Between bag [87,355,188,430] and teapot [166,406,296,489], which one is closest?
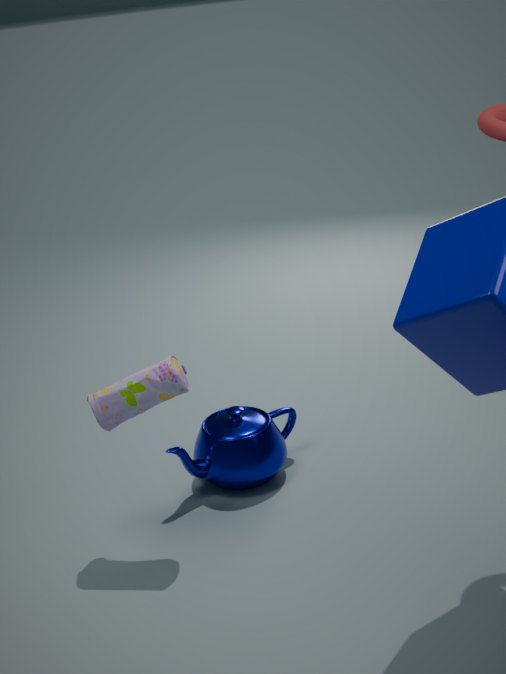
bag [87,355,188,430]
